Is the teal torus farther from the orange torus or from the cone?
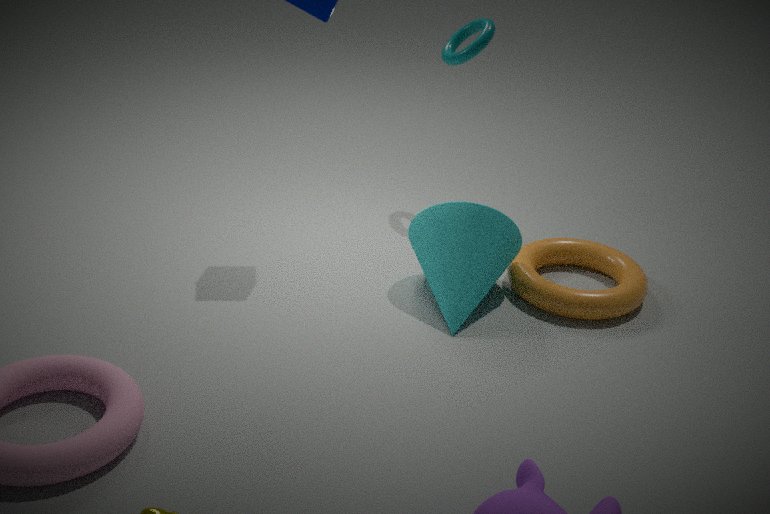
the cone
